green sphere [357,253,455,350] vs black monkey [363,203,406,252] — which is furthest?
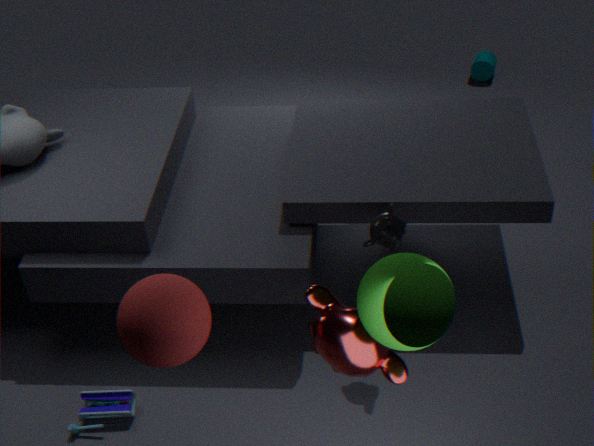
black monkey [363,203,406,252]
